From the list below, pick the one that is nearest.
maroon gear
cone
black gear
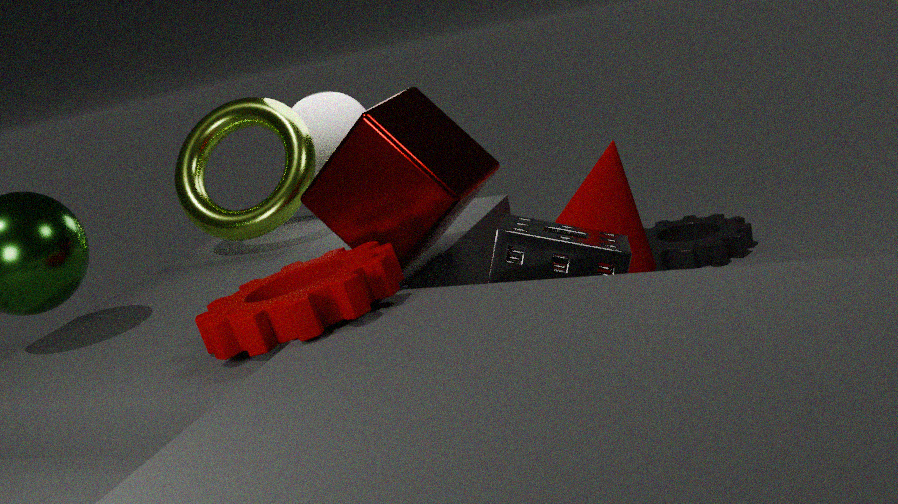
maroon gear
